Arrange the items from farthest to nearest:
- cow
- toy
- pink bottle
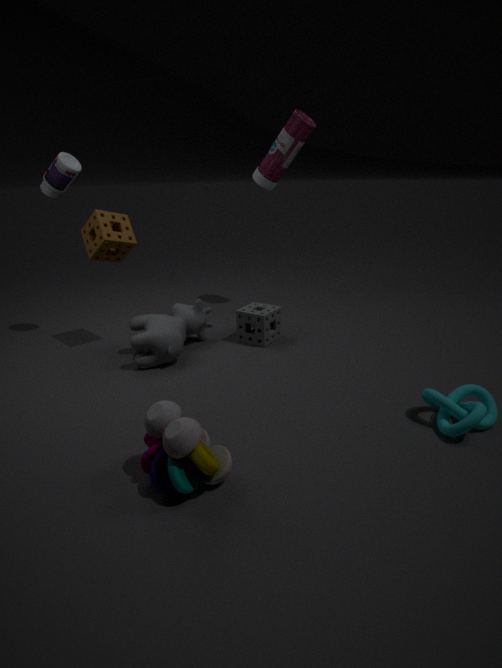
pink bottle < cow < toy
